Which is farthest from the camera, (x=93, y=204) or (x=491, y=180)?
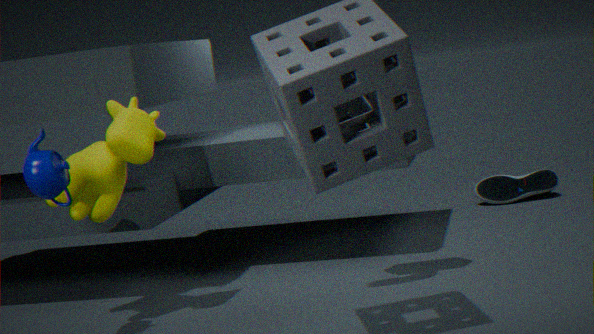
(x=491, y=180)
